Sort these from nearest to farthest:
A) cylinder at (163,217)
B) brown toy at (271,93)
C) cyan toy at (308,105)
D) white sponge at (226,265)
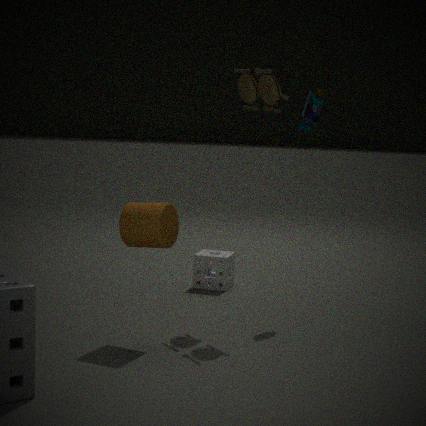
cylinder at (163,217), brown toy at (271,93), cyan toy at (308,105), white sponge at (226,265)
